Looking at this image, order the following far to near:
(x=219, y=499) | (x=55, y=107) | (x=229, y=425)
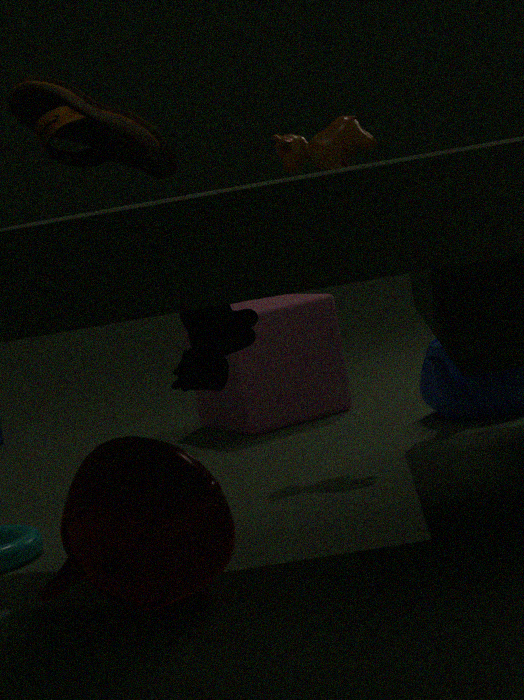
(x=229, y=425)
(x=55, y=107)
(x=219, y=499)
